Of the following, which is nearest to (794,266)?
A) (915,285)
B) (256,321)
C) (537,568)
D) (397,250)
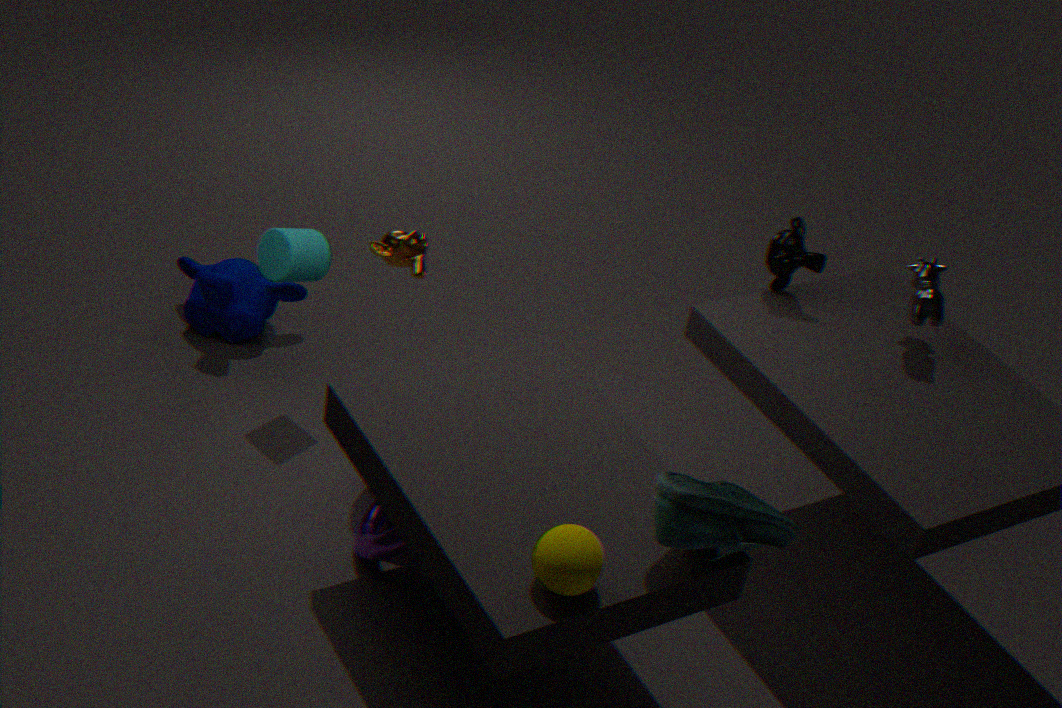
(915,285)
